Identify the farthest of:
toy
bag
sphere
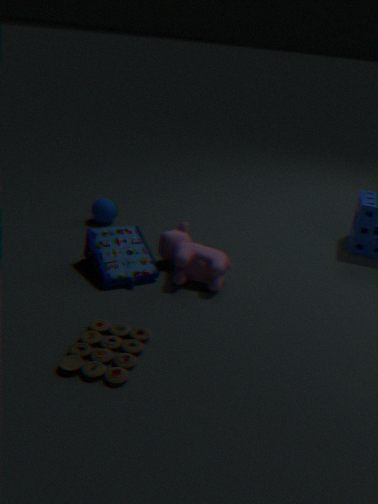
sphere
